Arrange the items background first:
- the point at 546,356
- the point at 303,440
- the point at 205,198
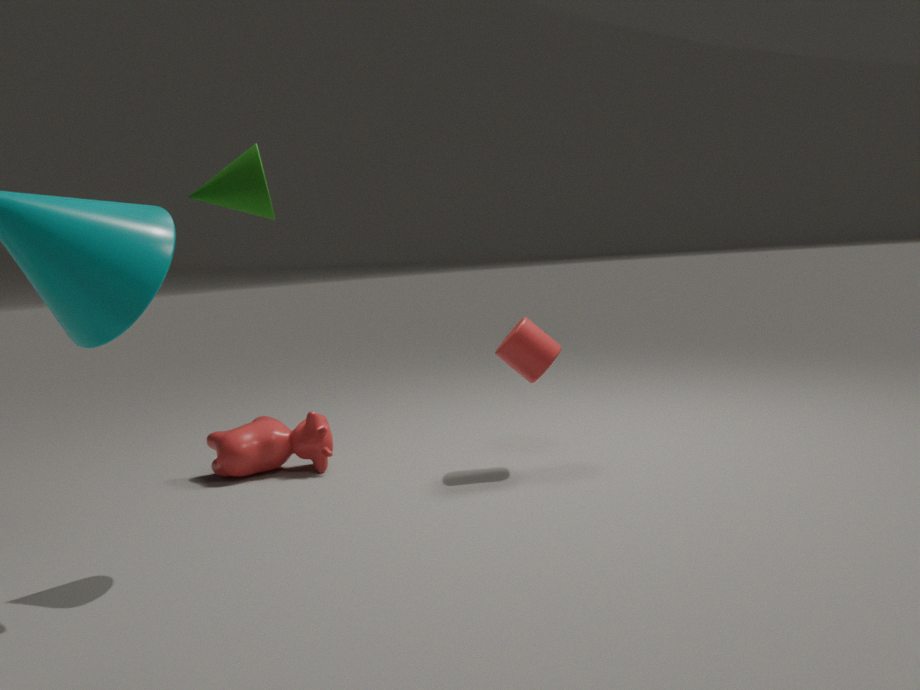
the point at 303,440, the point at 546,356, the point at 205,198
